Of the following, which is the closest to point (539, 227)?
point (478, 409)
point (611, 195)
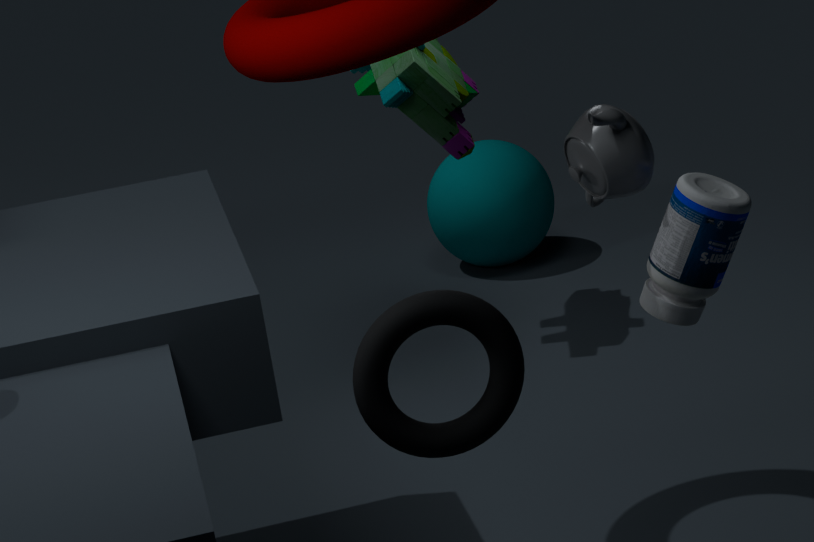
point (611, 195)
